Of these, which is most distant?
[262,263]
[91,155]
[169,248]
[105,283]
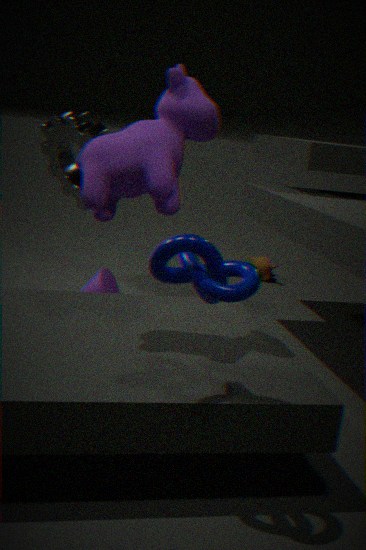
[262,263]
